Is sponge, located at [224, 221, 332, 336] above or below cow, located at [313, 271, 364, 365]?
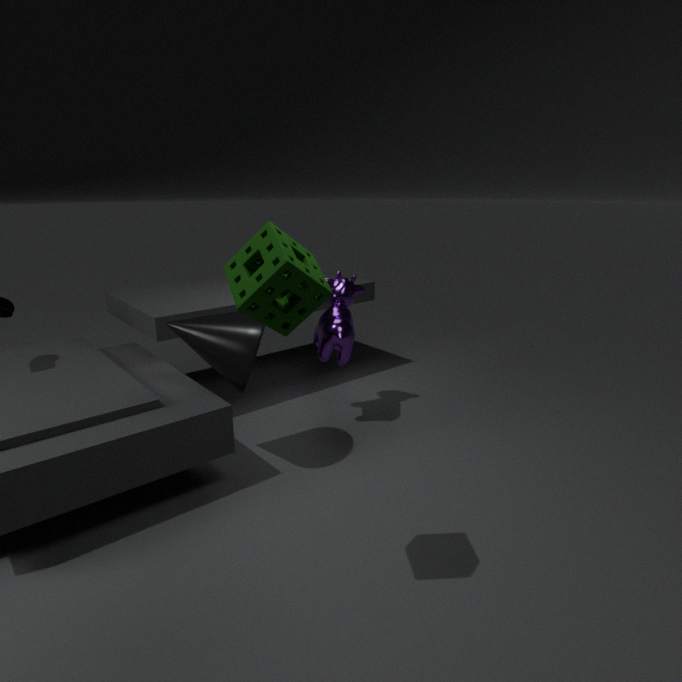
above
